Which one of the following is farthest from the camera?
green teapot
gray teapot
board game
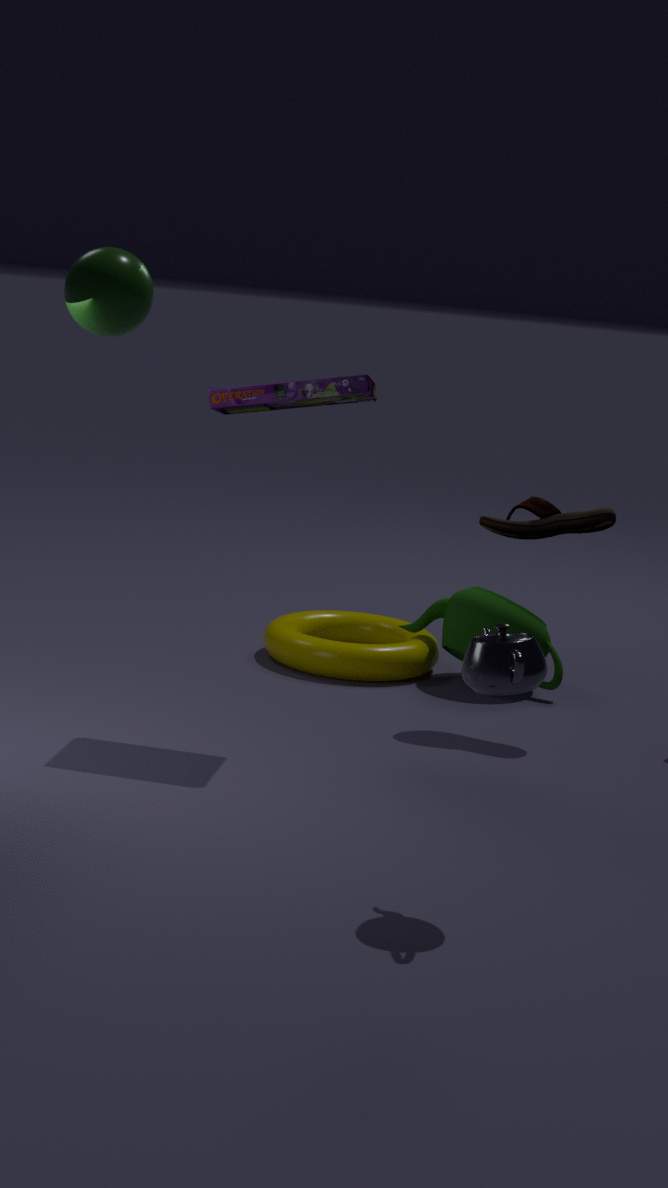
green teapot
